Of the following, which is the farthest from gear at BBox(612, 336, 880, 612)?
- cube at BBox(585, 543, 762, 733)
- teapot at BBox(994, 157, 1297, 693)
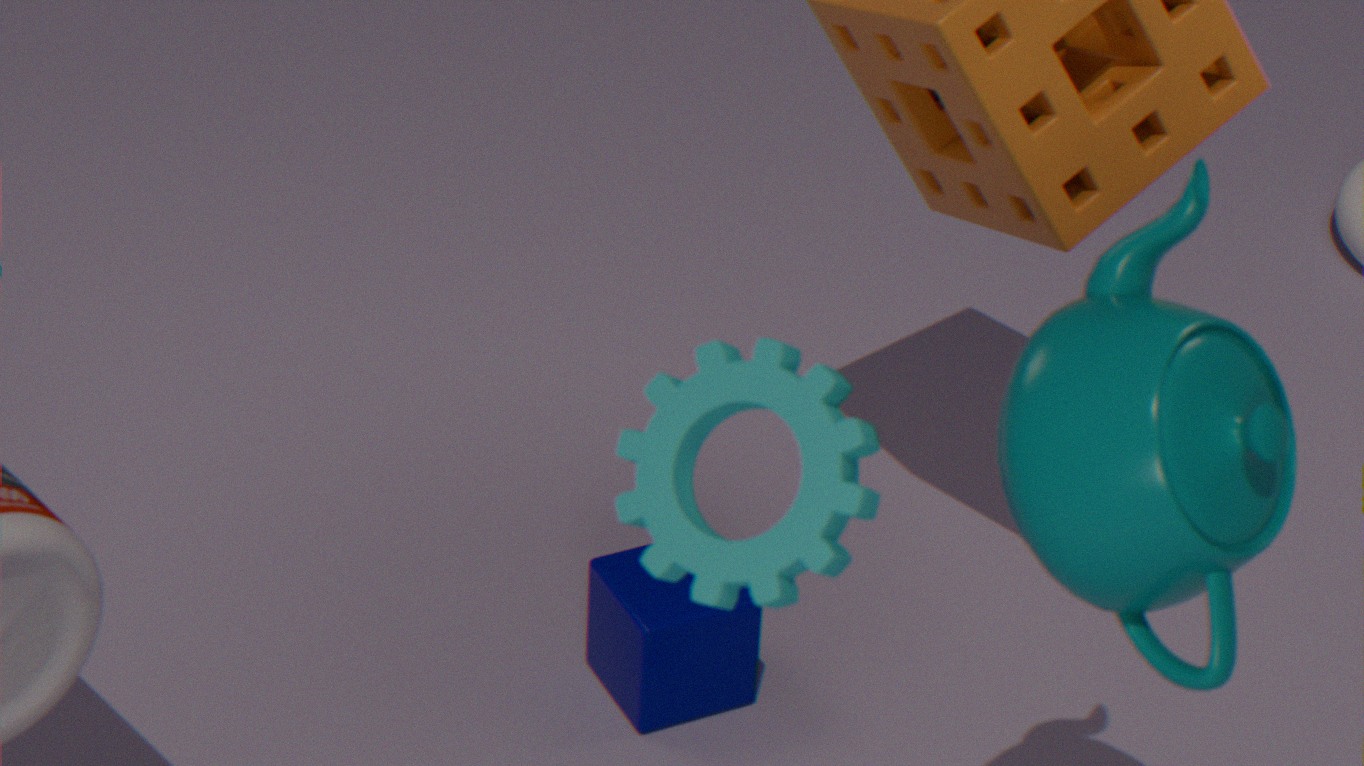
cube at BBox(585, 543, 762, 733)
